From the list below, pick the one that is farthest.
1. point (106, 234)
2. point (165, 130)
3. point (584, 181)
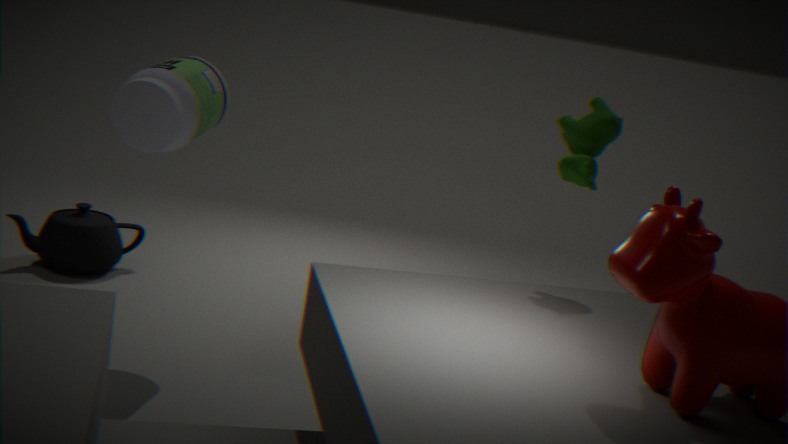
point (106, 234)
